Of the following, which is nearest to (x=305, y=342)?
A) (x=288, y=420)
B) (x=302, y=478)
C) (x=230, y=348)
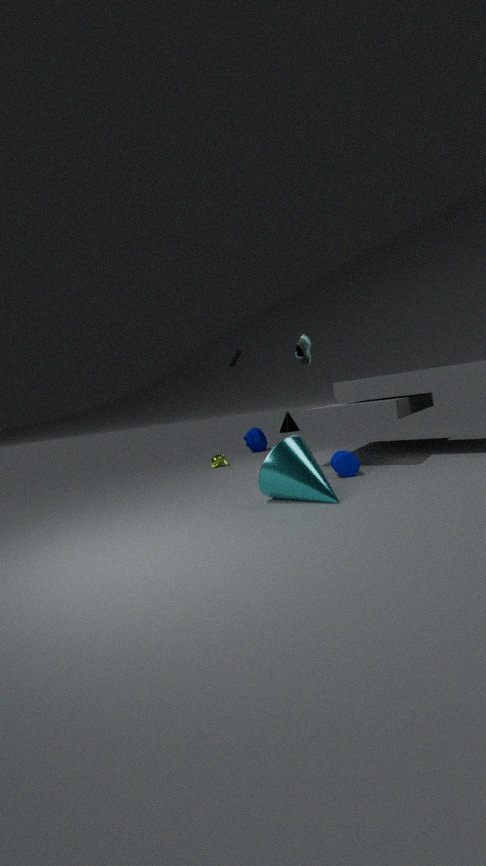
(x=230, y=348)
